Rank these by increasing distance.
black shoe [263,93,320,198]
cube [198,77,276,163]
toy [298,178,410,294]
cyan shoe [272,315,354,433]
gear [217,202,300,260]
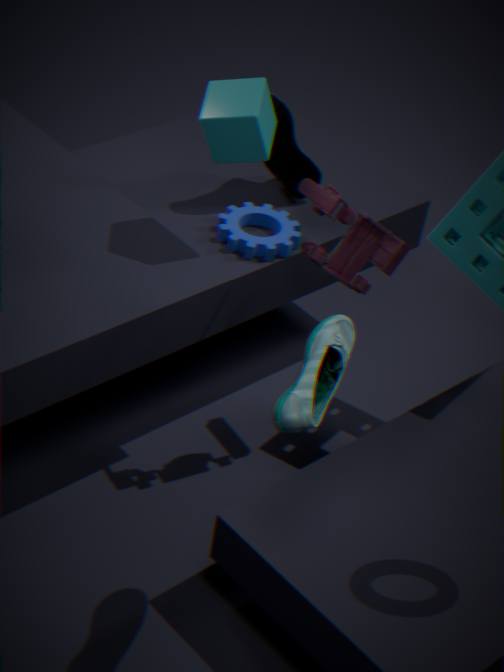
cyan shoe [272,315,354,433] < toy [298,178,410,294] < cube [198,77,276,163] < gear [217,202,300,260] < black shoe [263,93,320,198]
